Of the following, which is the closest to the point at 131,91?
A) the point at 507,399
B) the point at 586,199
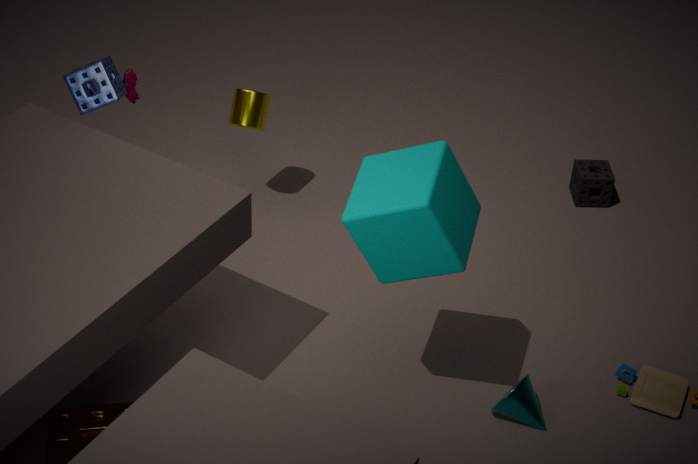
the point at 507,399
